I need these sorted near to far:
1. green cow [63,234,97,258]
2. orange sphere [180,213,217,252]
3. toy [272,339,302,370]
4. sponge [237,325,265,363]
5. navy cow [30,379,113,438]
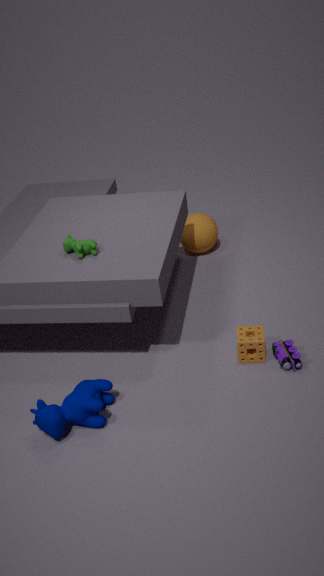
1. navy cow [30,379,113,438]
2. toy [272,339,302,370]
3. sponge [237,325,265,363]
4. green cow [63,234,97,258]
5. orange sphere [180,213,217,252]
